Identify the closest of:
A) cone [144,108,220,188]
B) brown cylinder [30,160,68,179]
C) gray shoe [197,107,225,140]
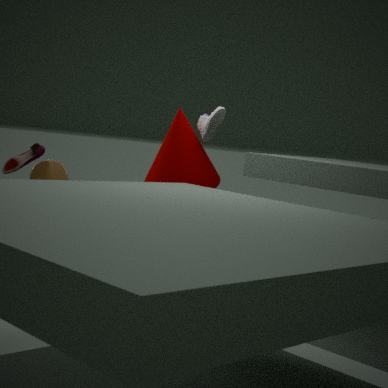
brown cylinder [30,160,68,179]
